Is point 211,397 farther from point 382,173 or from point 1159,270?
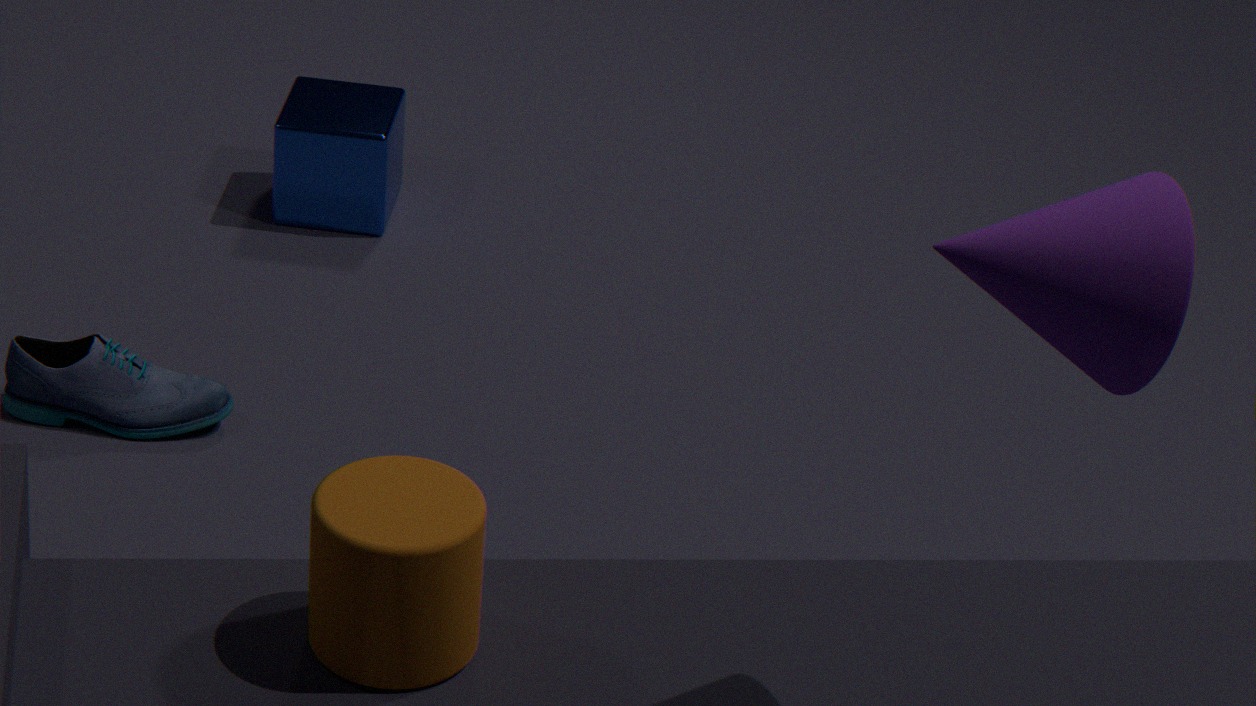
point 1159,270
